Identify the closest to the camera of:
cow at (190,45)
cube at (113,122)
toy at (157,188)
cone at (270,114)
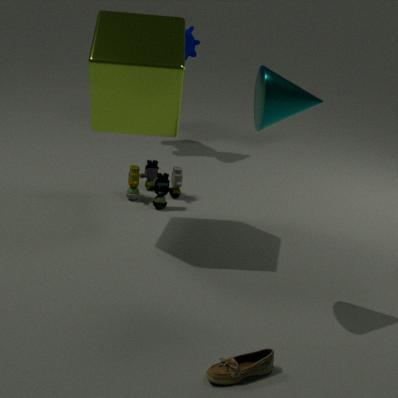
cone at (270,114)
